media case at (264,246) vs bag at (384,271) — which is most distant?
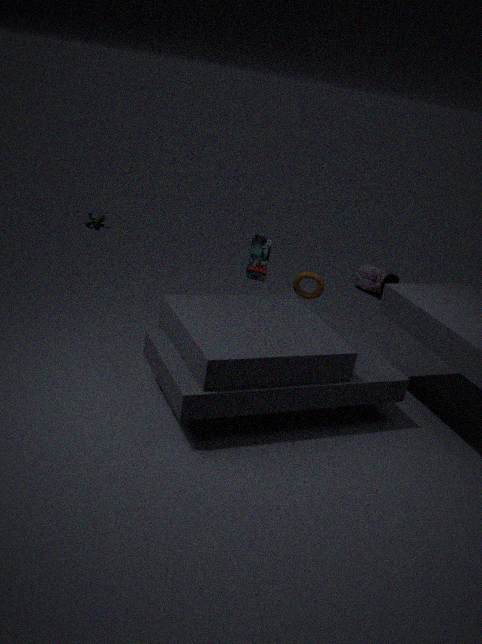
bag at (384,271)
